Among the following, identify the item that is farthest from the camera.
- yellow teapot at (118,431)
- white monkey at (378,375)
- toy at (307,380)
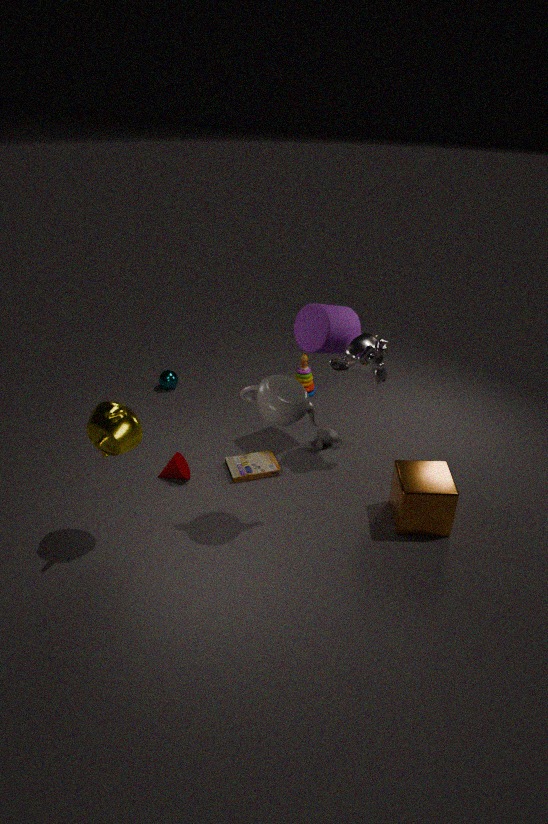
toy at (307,380)
